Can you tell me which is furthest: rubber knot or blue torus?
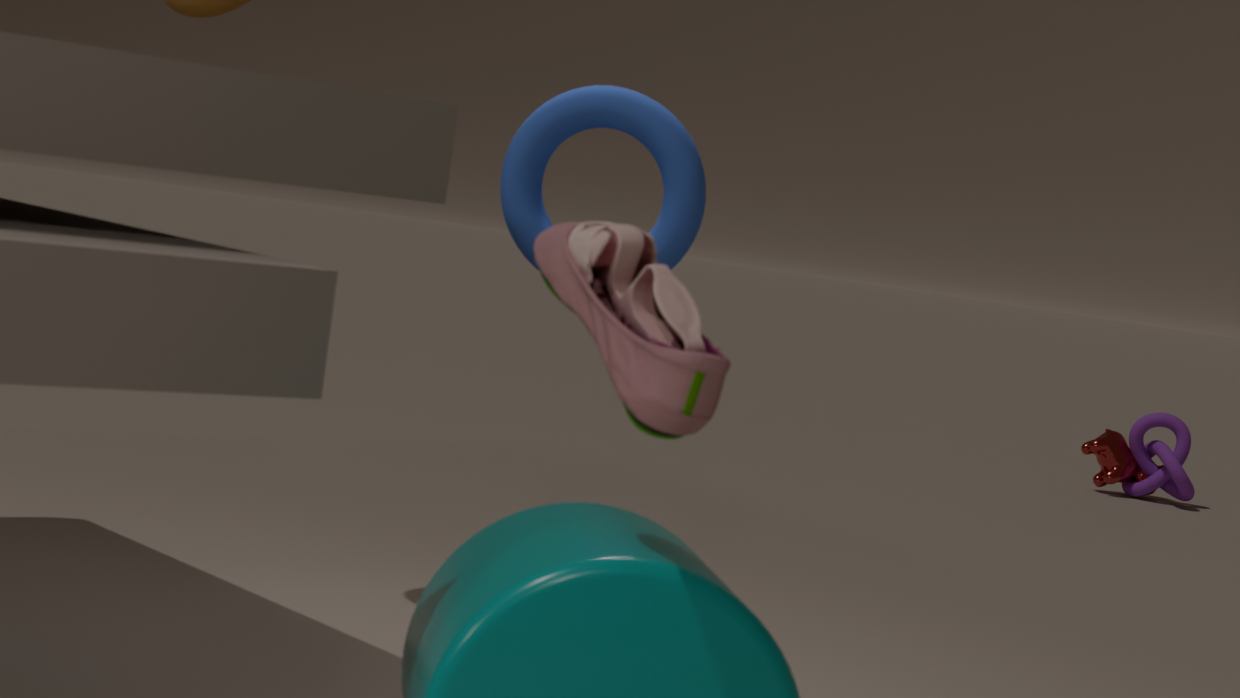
rubber knot
